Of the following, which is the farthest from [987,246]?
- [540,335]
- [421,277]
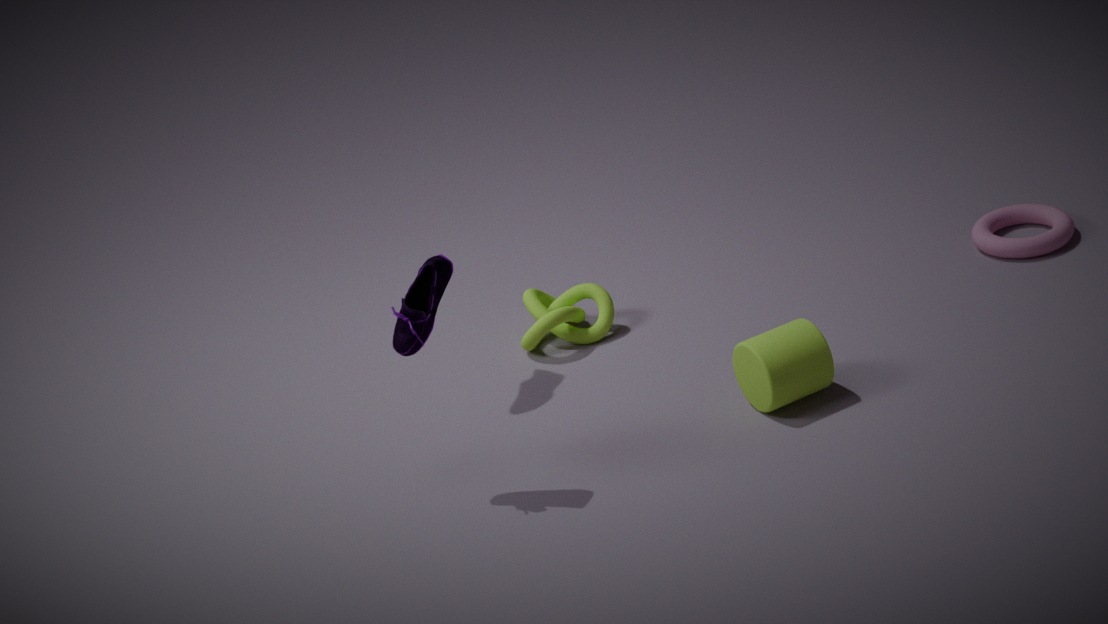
[421,277]
